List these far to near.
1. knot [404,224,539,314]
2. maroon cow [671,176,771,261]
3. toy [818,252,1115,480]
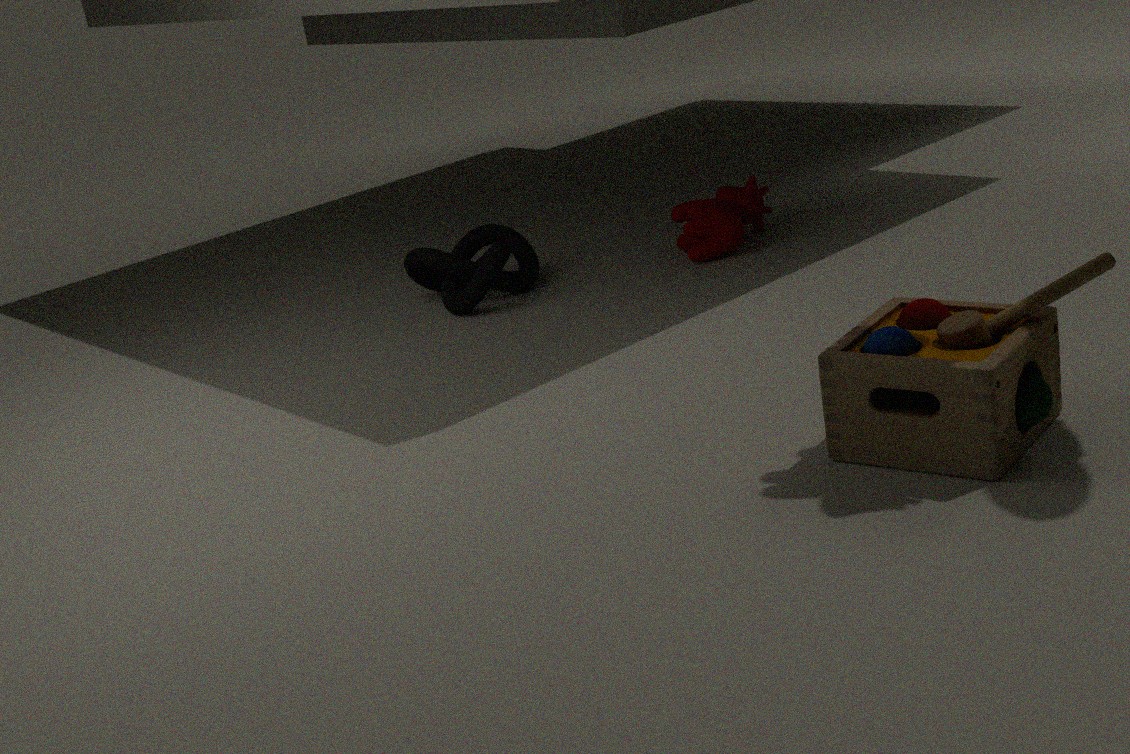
maroon cow [671,176,771,261]
knot [404,224,539,314]
toy [818,252,1115,480]
